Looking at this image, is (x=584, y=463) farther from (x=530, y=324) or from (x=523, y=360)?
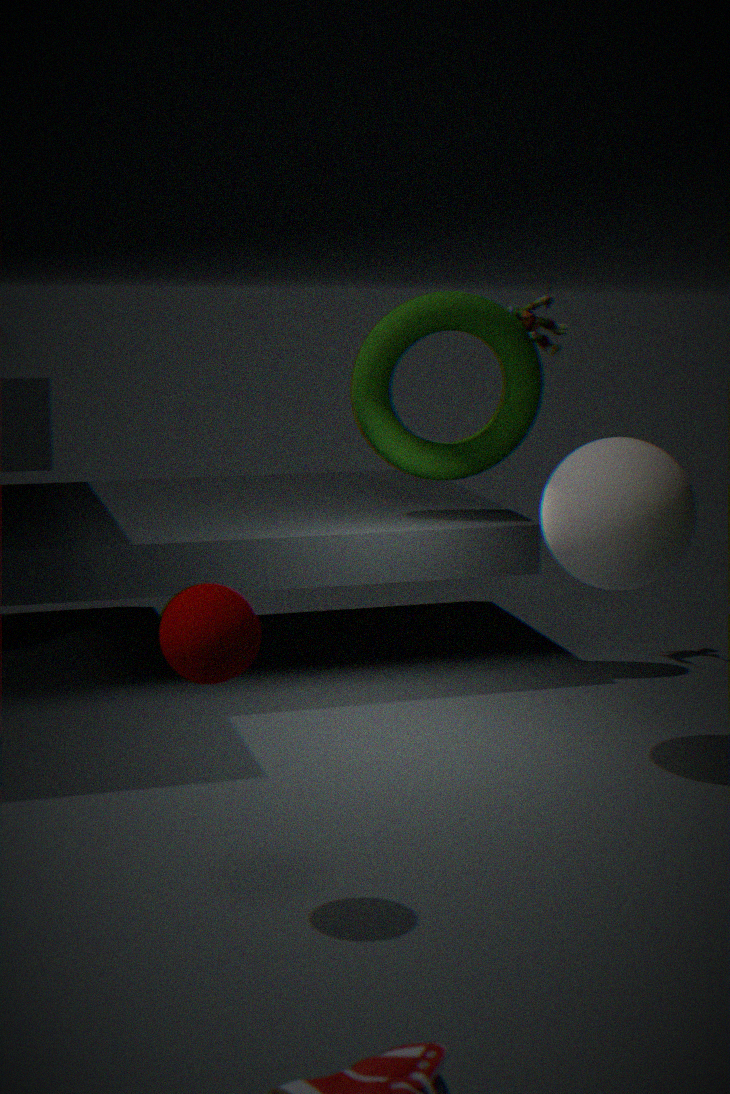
(x=530, y=324)
